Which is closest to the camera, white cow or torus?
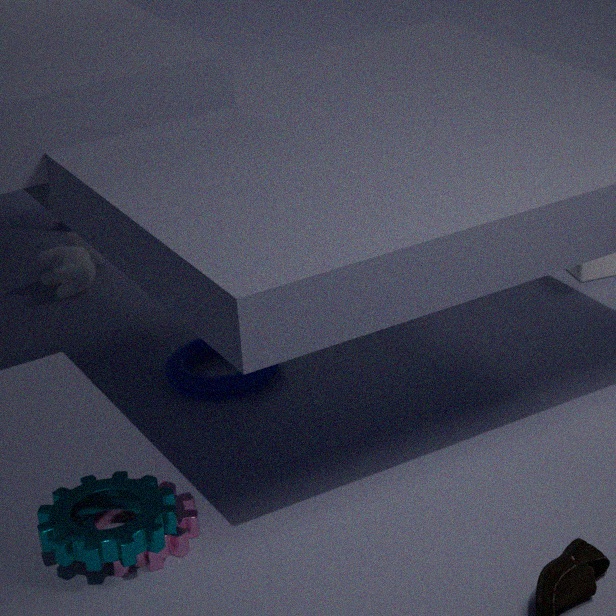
torus
